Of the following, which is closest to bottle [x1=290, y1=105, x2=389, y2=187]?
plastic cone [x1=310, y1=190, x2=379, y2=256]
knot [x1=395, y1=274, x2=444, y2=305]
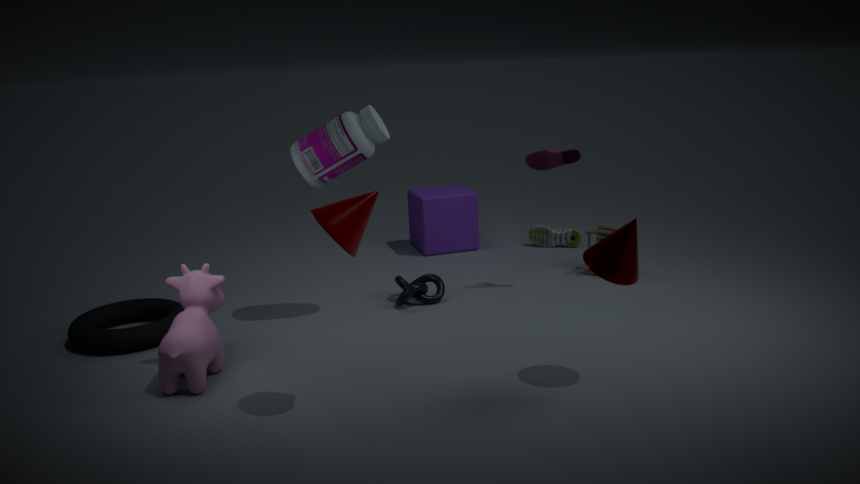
knot [x1=395, y1=274, x2=444, y2=305]
